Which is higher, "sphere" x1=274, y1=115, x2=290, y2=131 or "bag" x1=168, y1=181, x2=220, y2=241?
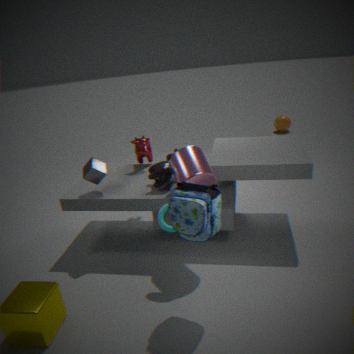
"bag" x1=168, y1=181, x2=220, y2=241
